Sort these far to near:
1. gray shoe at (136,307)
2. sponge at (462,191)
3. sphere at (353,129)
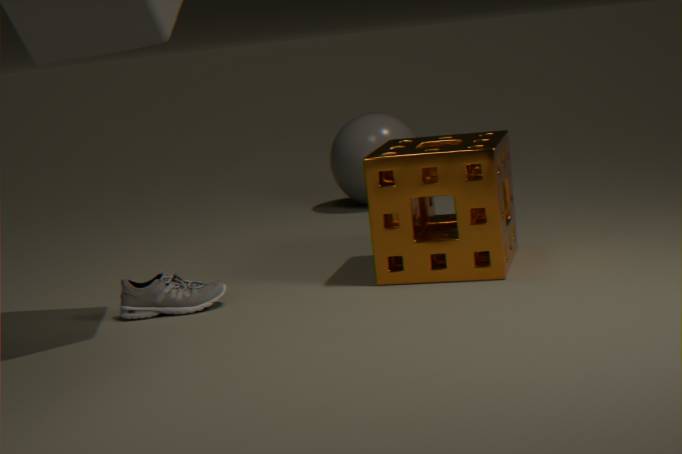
sphere at (353,129) → gray shoe at (136,307) → sponge at (462,191)
